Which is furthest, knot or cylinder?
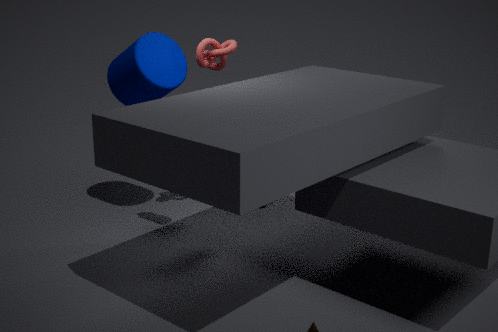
cylinder
